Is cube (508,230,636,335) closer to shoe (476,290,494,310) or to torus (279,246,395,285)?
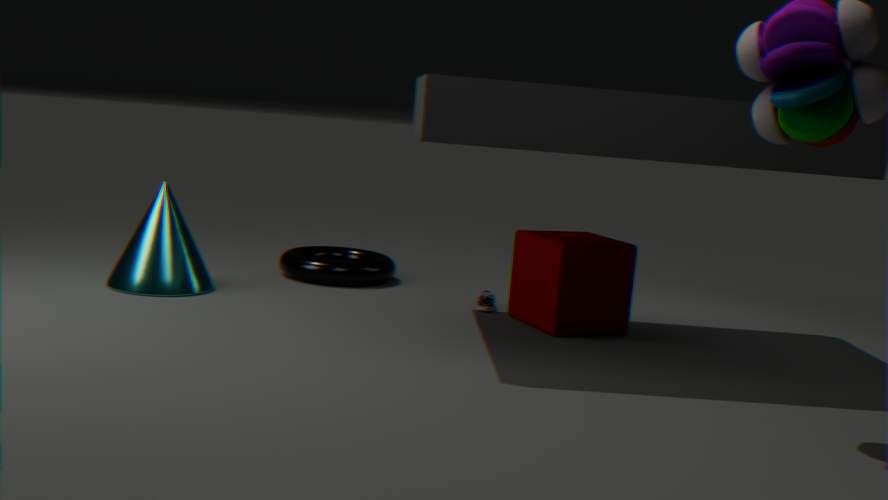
shoe (476,290,494,310)
